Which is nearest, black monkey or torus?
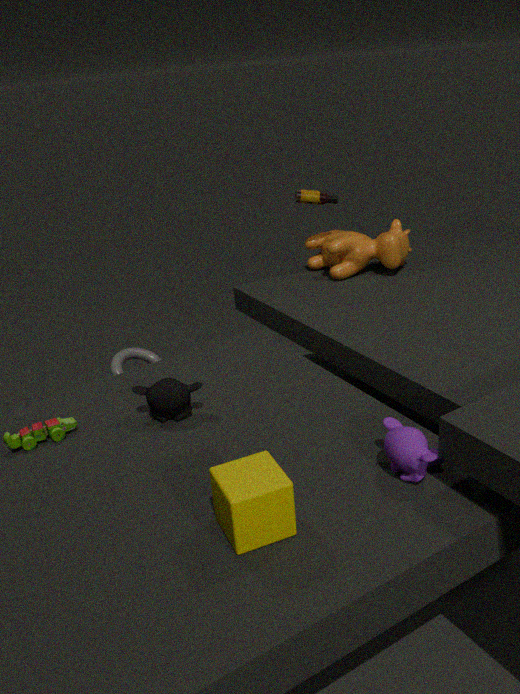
black monkey
